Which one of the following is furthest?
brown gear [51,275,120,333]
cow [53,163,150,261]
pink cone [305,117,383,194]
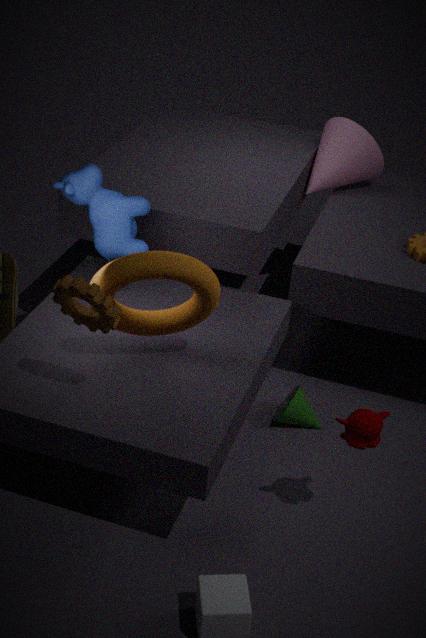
pink cone [305,117,383,194]
